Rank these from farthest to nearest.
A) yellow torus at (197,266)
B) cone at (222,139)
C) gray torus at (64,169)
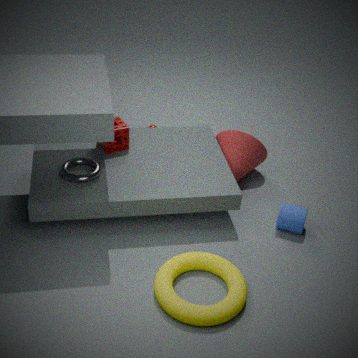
cone at (222,139) < gray torus at (64,169) < yellow torus at (197,266)
